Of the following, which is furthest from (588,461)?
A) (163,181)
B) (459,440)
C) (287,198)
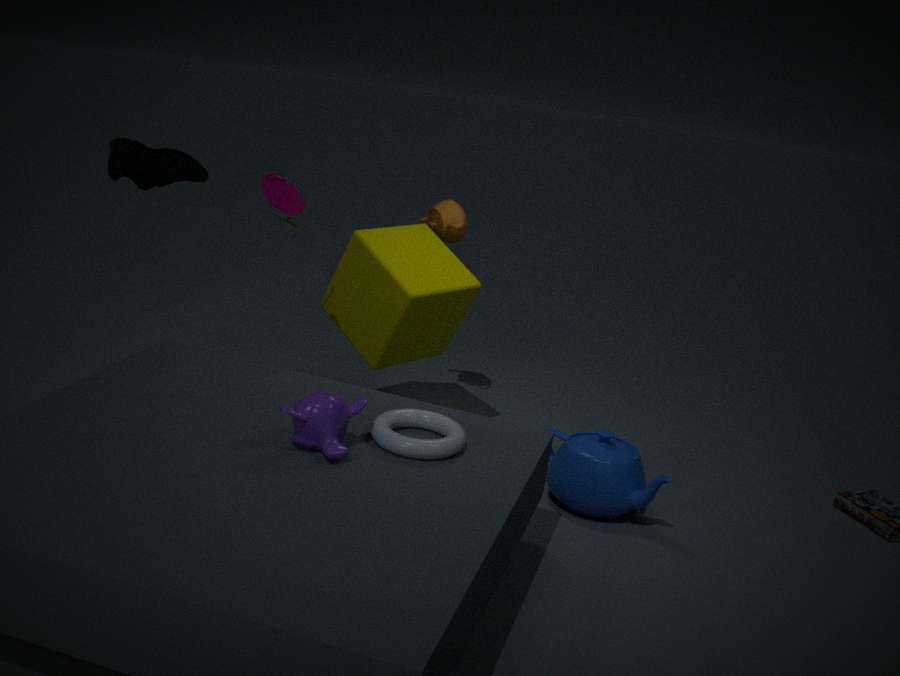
(163,181)
